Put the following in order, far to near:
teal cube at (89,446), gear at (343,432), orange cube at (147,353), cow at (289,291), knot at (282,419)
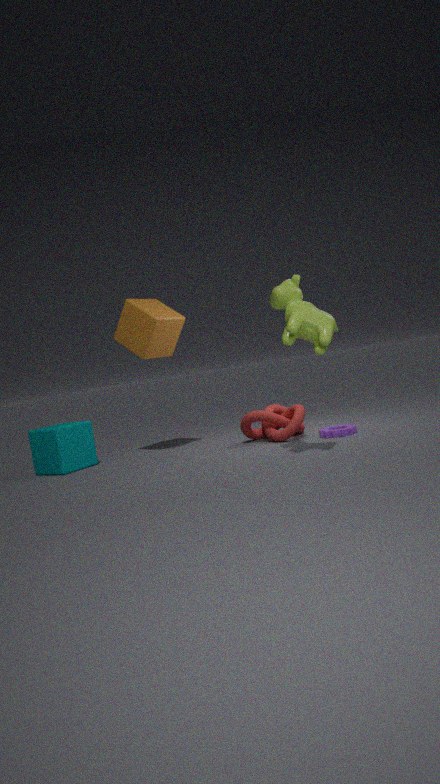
1. orange cube at (147,353)
2. teal cube at (89,446)
3. knot at (282,419)
4. gear at (343,432)
5. cow at (289,291)
